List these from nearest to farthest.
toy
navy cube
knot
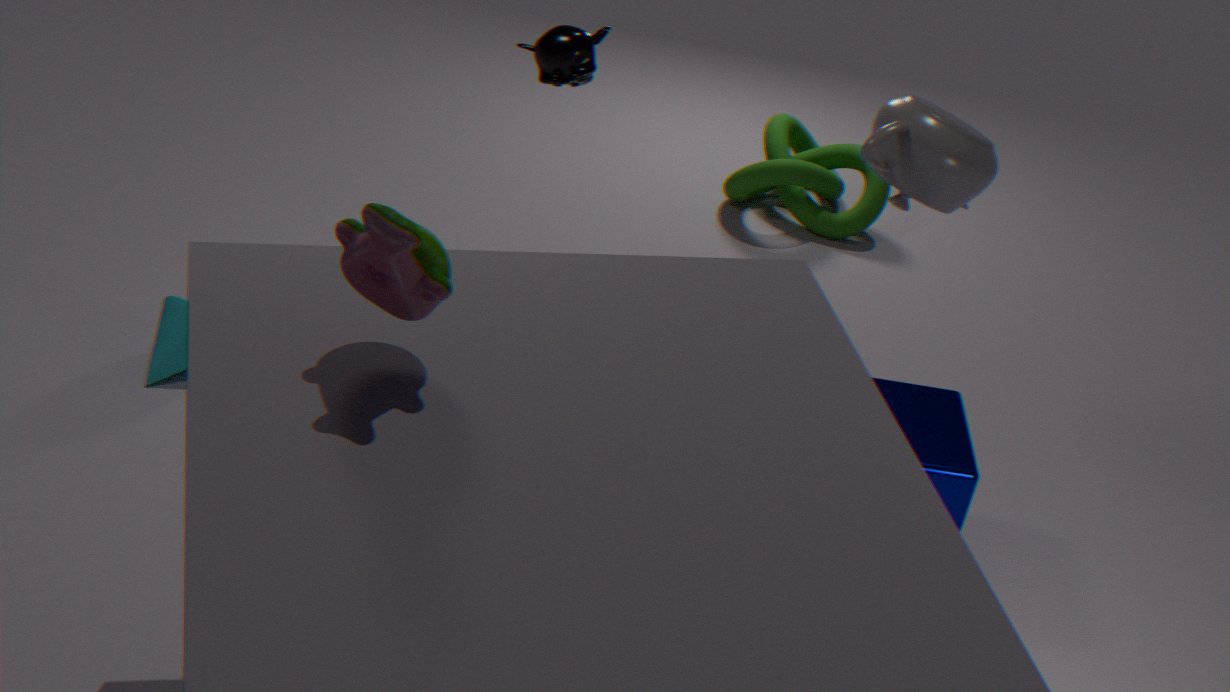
toy < navy cube < knot
